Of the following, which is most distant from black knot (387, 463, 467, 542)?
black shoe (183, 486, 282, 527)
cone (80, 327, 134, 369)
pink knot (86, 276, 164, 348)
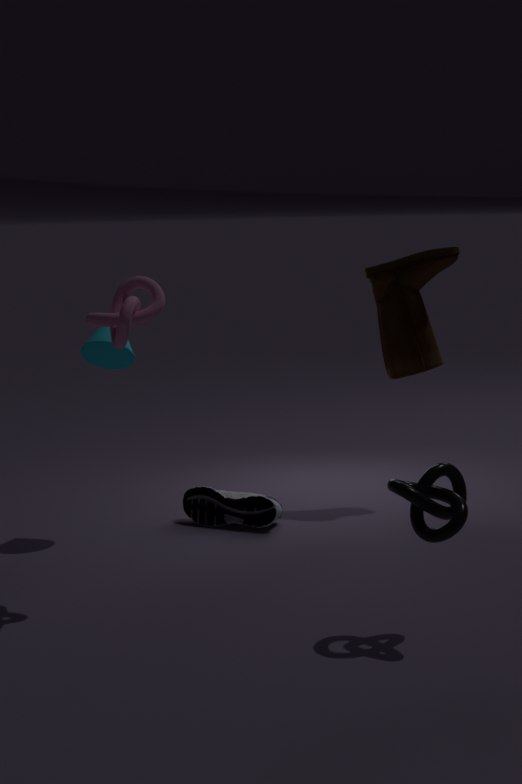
cone (80, 327, 134, 369)
